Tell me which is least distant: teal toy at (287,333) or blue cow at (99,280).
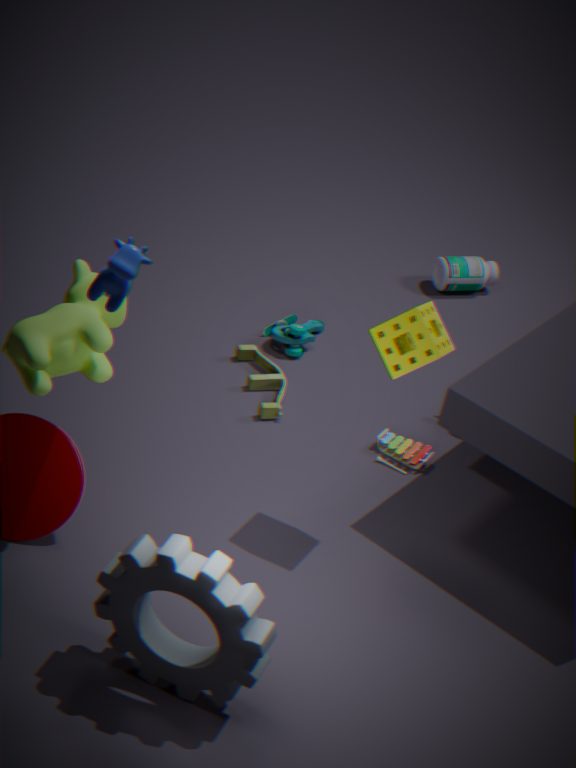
blue cow at (99,280)
